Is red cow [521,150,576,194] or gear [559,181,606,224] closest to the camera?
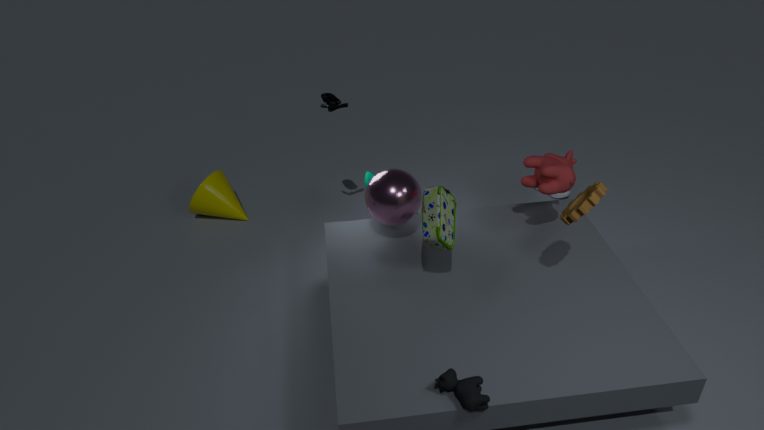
gear [559,181,606,224]
